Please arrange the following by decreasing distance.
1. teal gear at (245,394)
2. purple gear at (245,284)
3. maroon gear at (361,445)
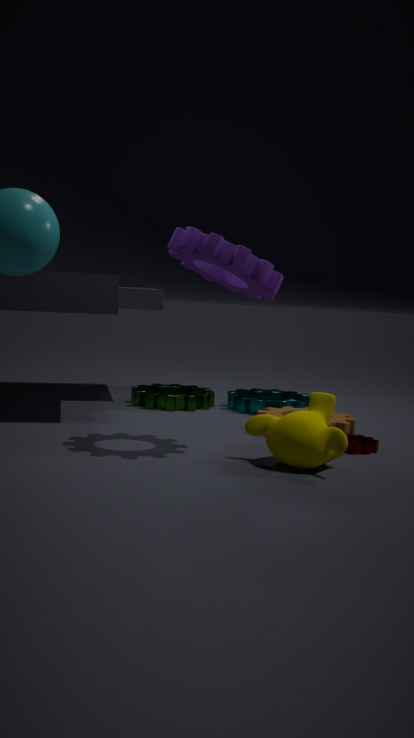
teal gear at (245,394) → maroon gear at (361,445) → purple gear at (245,284)
